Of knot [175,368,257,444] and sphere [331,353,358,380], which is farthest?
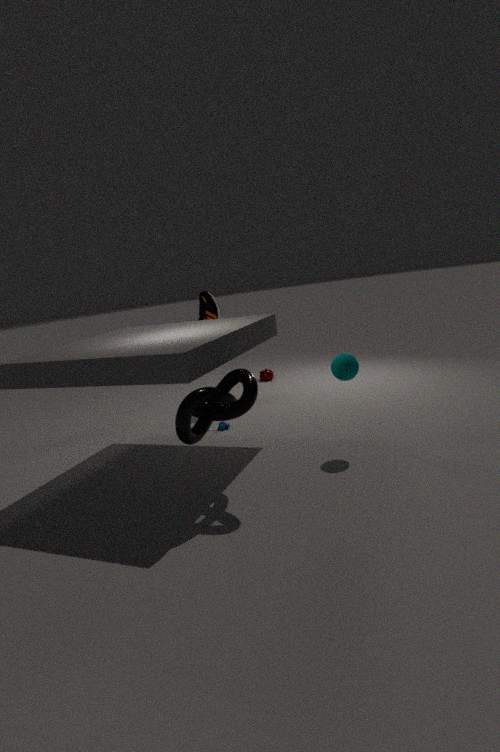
sphere [331,353,358,380]
